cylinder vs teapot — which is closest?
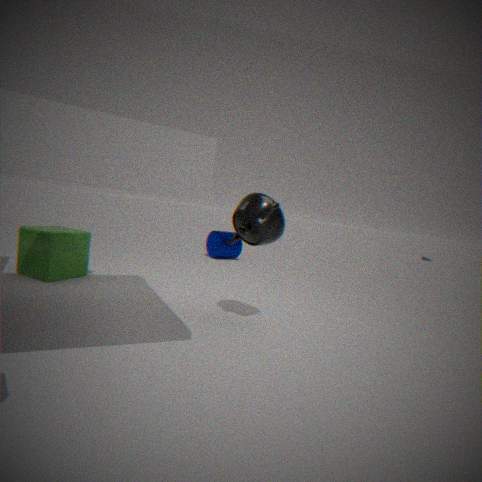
teapot
